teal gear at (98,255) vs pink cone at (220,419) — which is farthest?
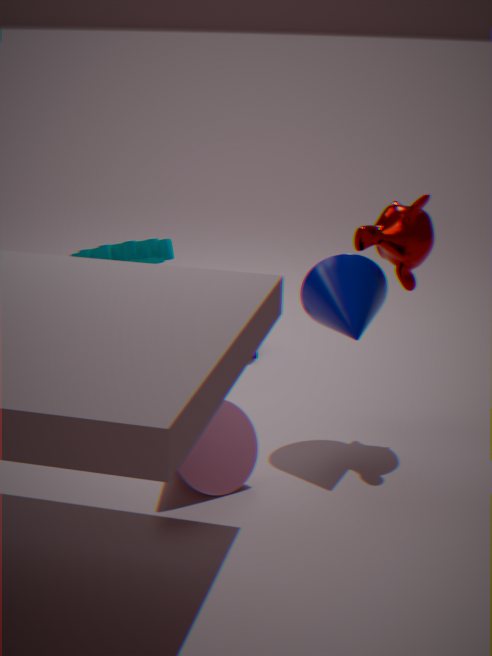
teal gear at (98,255)
